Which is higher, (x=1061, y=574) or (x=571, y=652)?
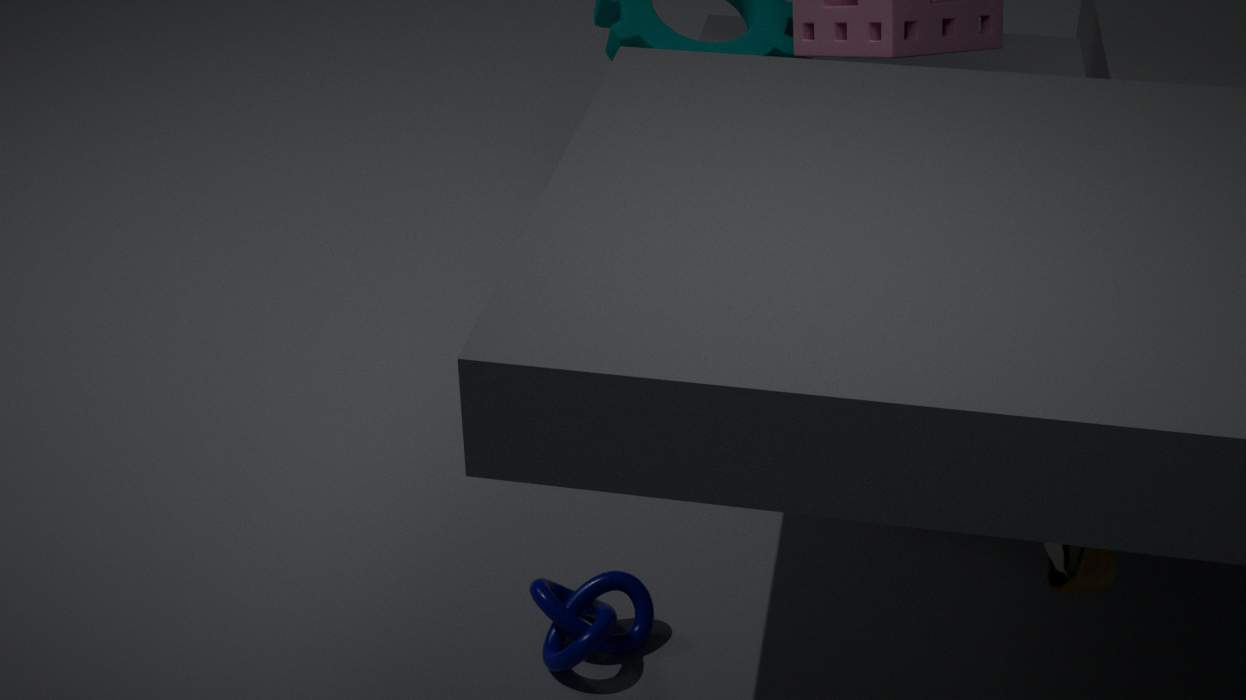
(x=1061, y=574)
